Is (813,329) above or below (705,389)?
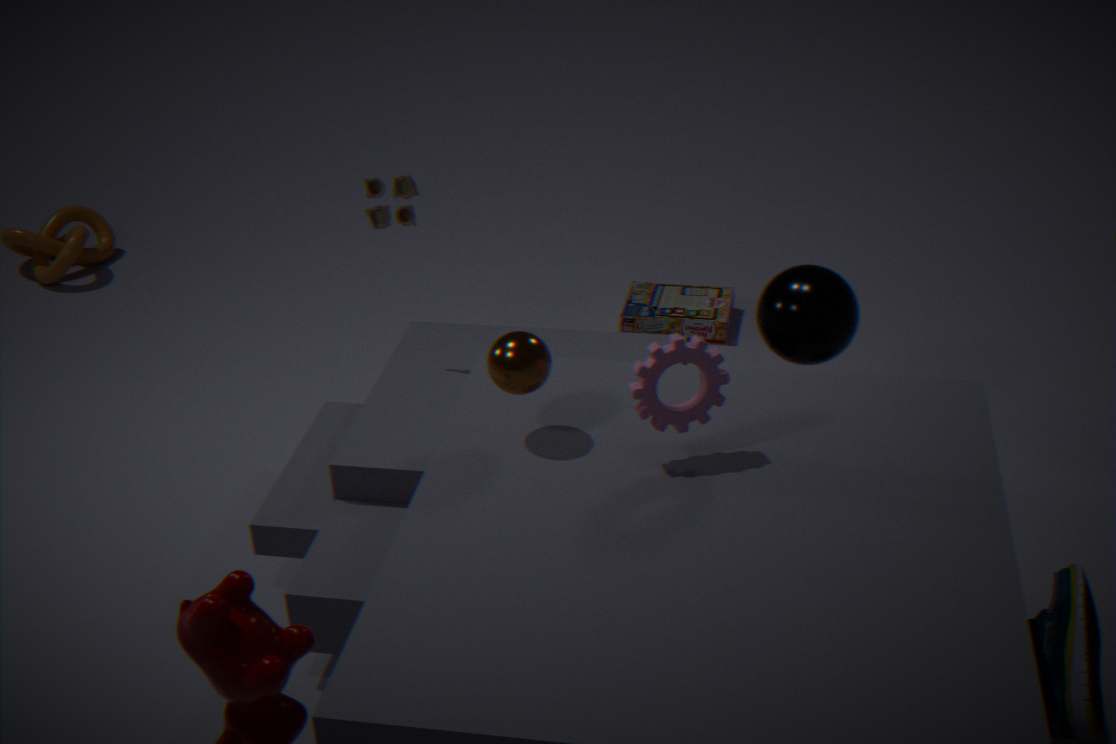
below
